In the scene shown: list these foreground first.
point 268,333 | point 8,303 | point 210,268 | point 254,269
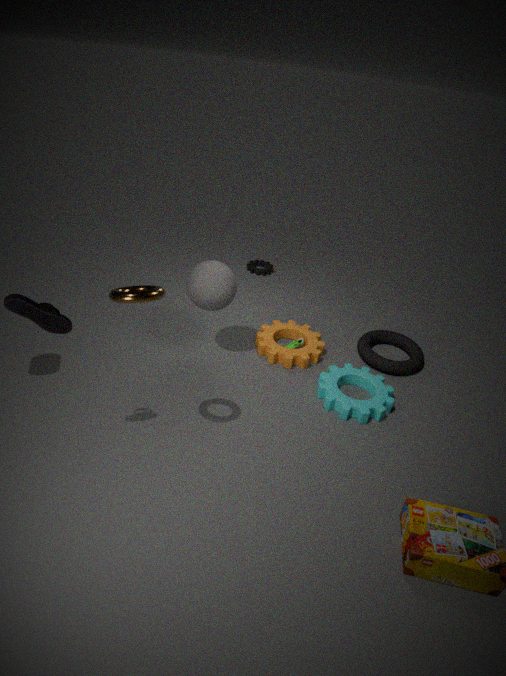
point 8,303 < point 210,268 < point 268,333 < point 254,269
